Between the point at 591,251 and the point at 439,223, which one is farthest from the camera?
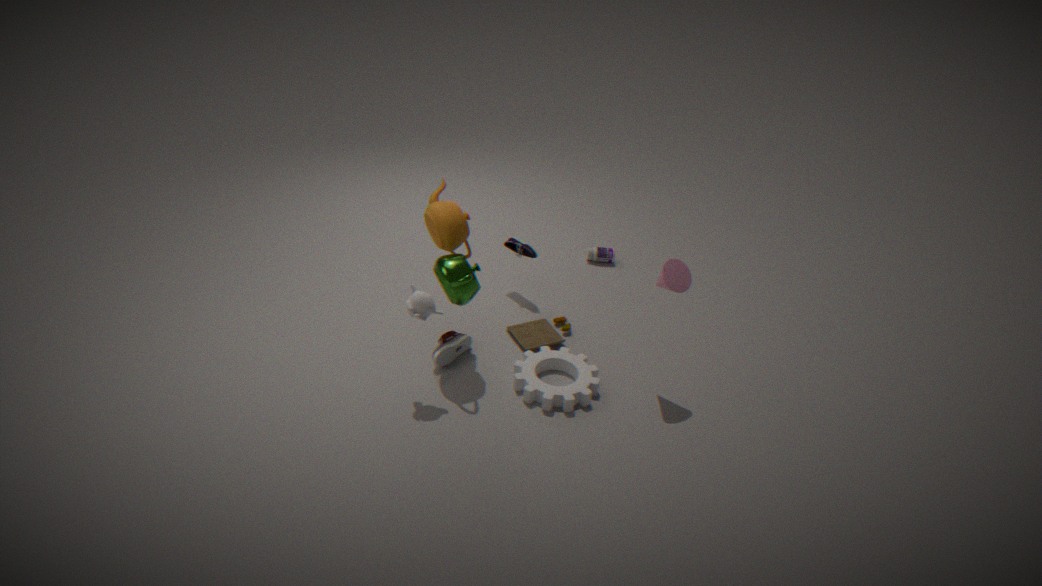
the point at 591,251
